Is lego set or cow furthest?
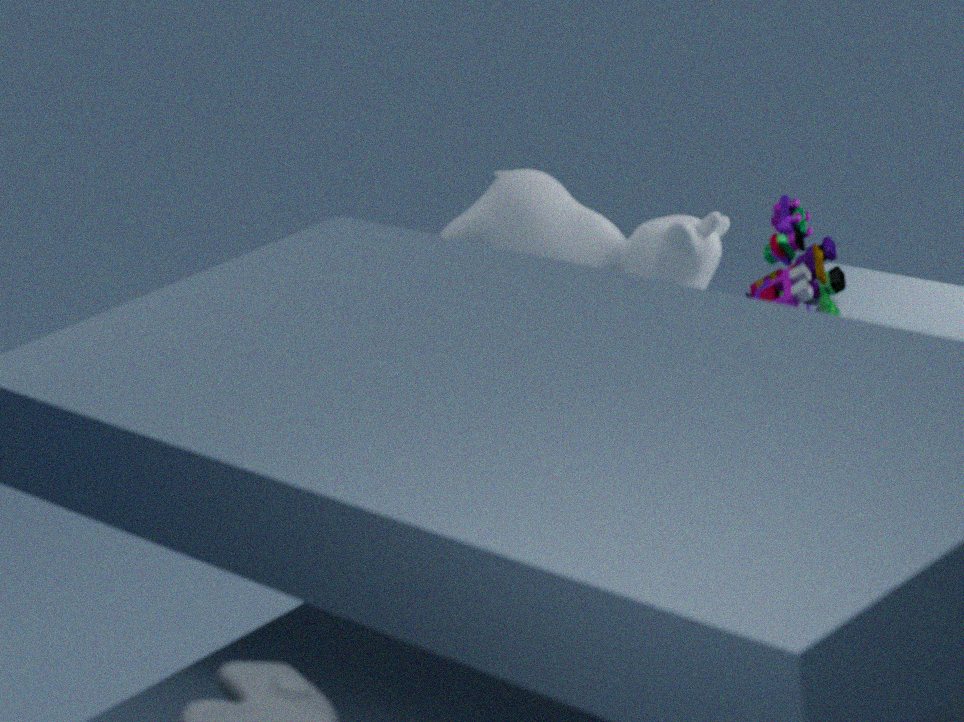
lego set
